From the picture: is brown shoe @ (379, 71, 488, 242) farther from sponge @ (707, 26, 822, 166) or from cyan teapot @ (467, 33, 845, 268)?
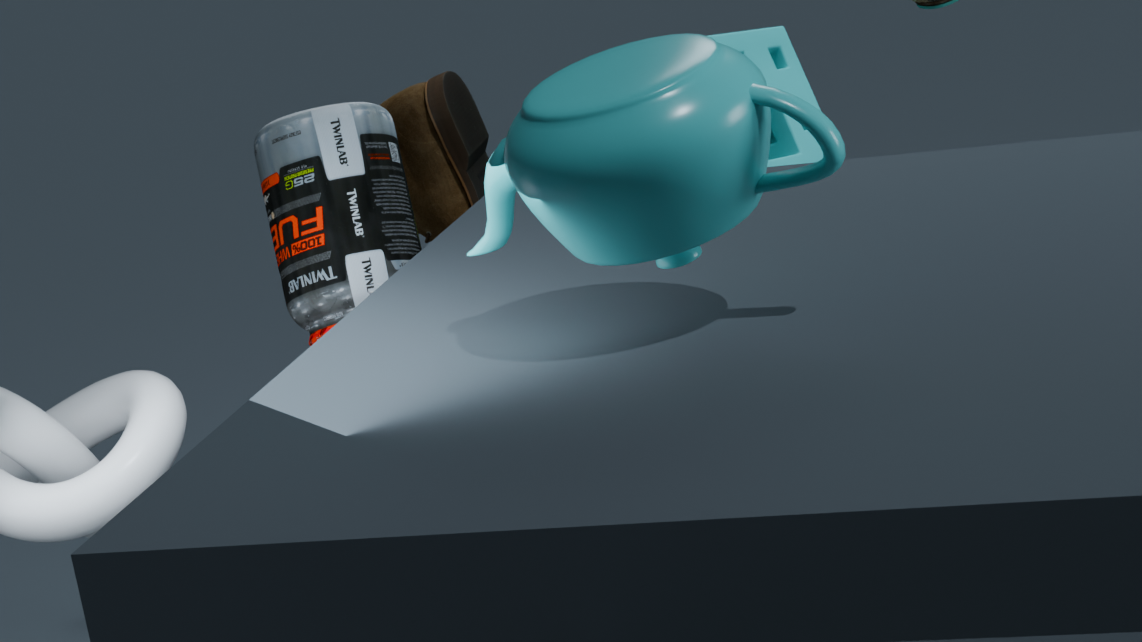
cyan teapot @ (467, 33, 845, 268)
